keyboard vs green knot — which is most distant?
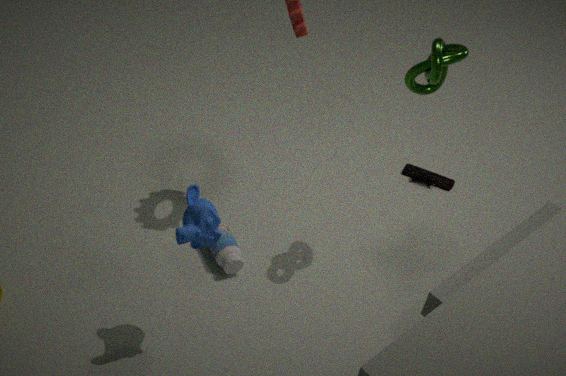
keyboard
